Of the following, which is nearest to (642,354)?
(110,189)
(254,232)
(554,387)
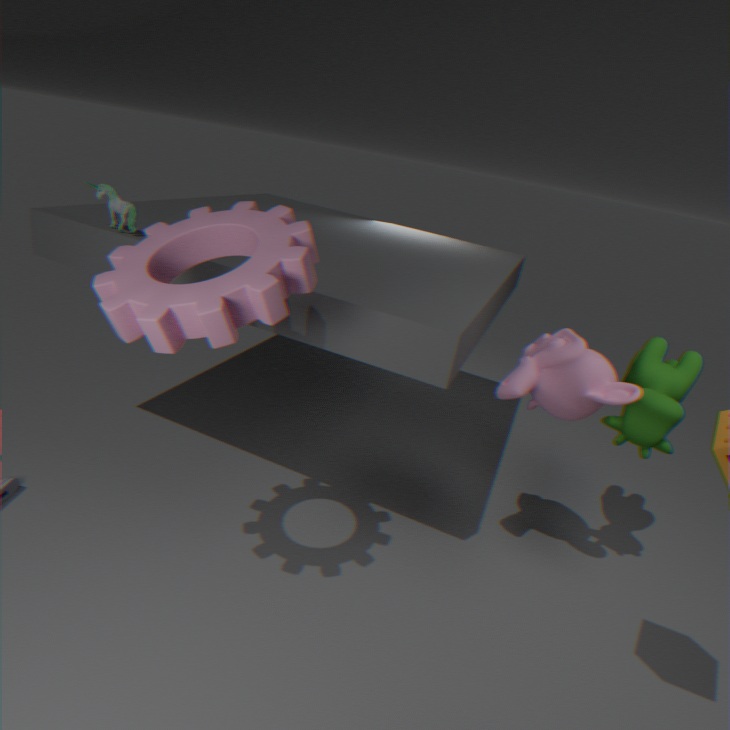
(554,387)
